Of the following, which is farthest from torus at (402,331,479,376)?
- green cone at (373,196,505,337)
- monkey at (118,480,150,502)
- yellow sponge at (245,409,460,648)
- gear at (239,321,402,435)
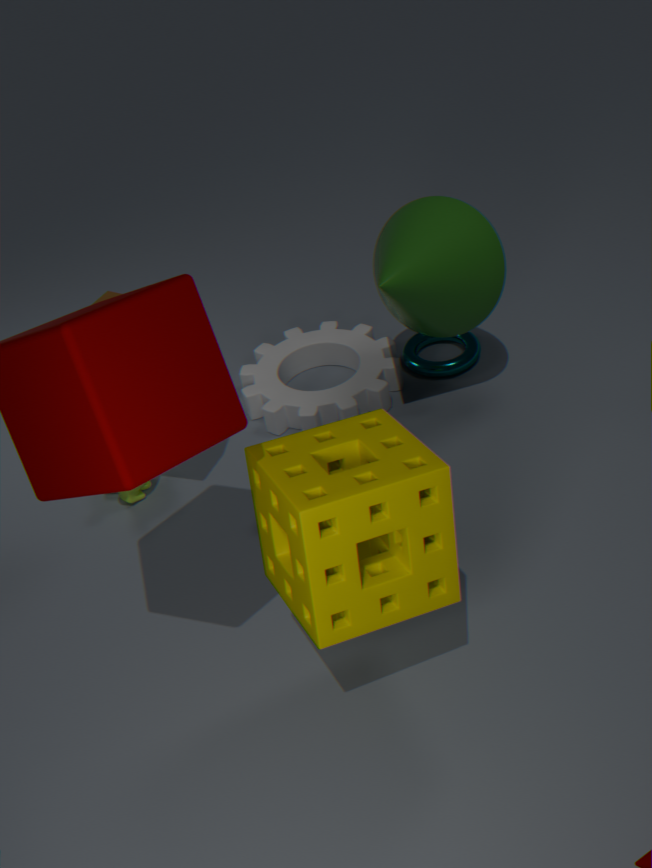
yellow sponge at (245,409,460,648)
